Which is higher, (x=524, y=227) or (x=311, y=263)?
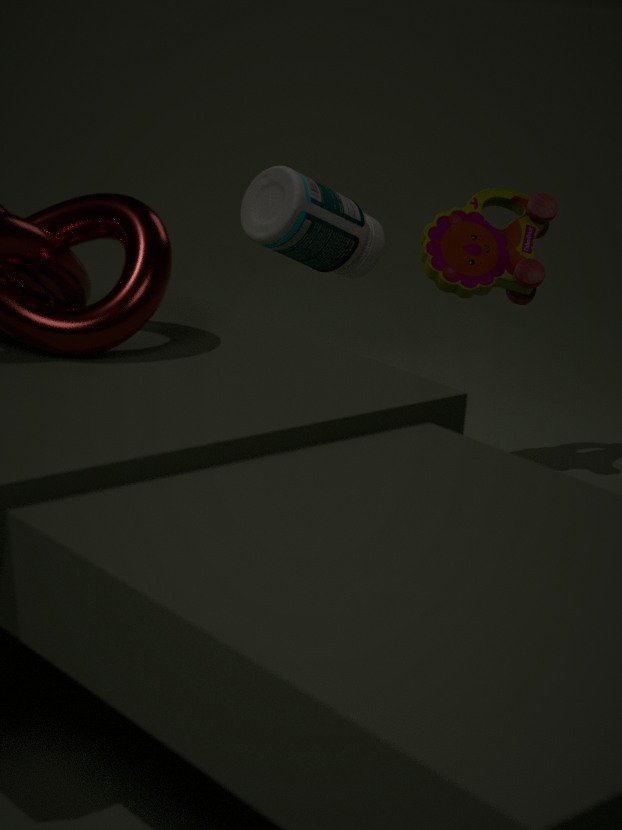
(x=524, y=227)
